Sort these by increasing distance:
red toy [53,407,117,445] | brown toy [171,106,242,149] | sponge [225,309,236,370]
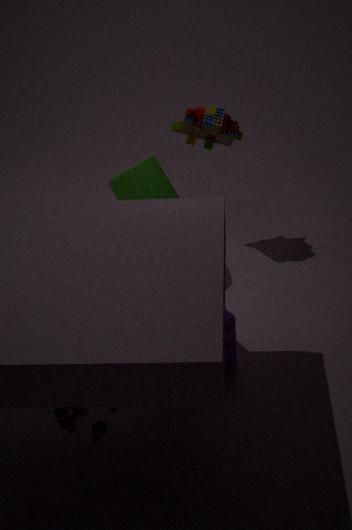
red toy [53,407,117,445] < sponge [225,309,236,370] < brown toy [171,106,242,149]
